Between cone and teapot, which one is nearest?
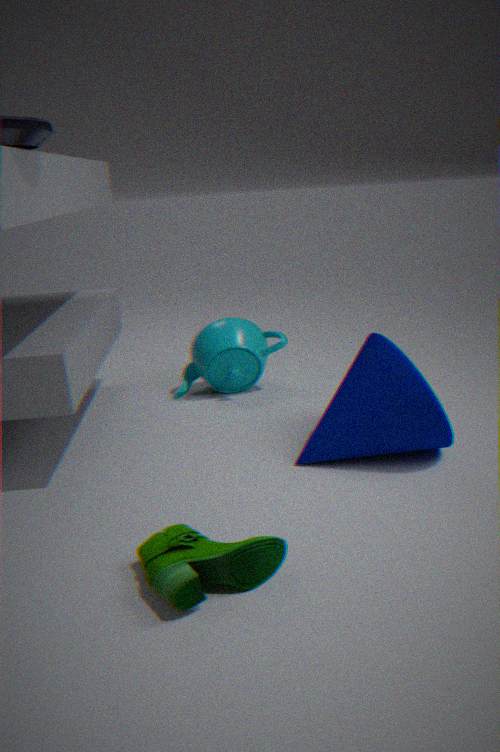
cone
